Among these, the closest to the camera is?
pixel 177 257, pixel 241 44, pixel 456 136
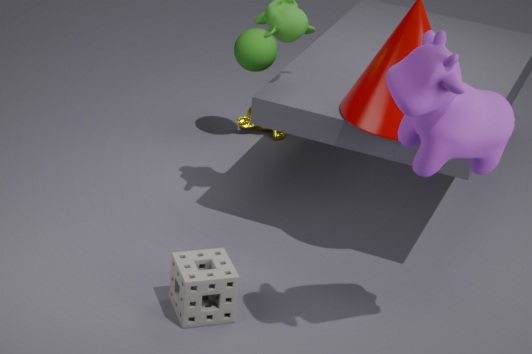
pixel 456 136
